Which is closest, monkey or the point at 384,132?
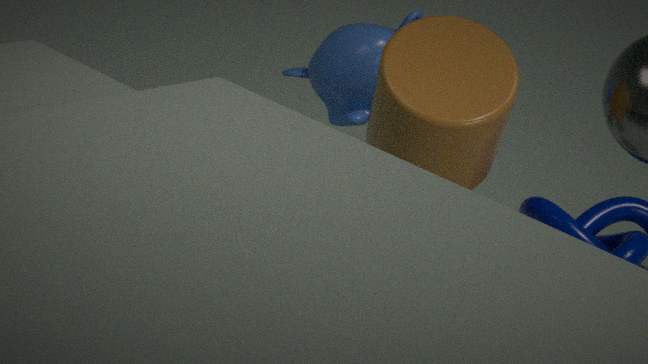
monkey
